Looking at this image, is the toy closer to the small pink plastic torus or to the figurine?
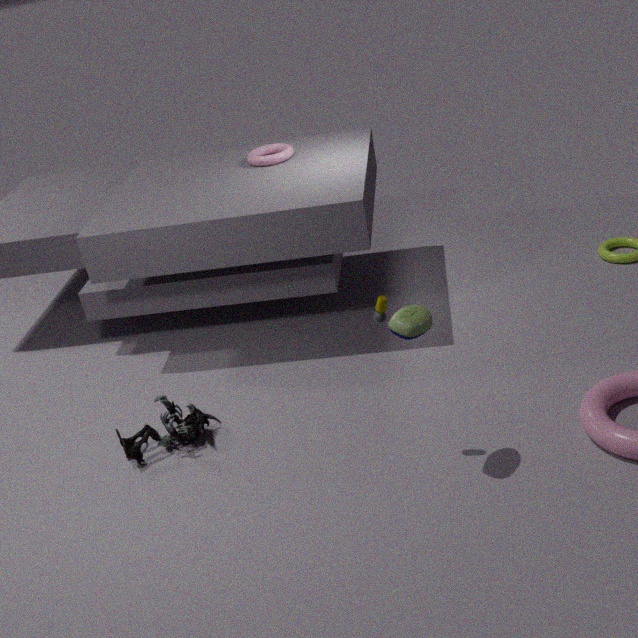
the figurine
